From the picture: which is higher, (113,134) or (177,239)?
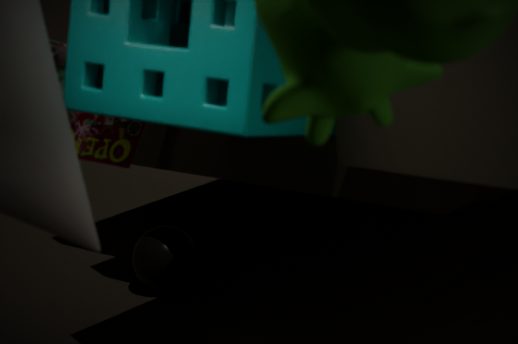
(113,134)
